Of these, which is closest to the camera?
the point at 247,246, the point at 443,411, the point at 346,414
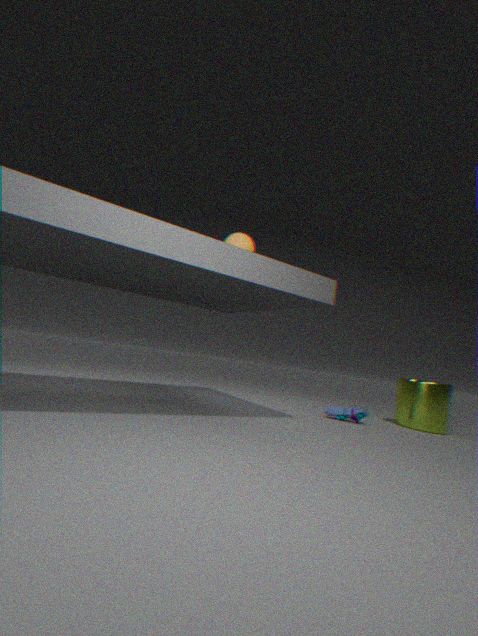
the point at 247,246
